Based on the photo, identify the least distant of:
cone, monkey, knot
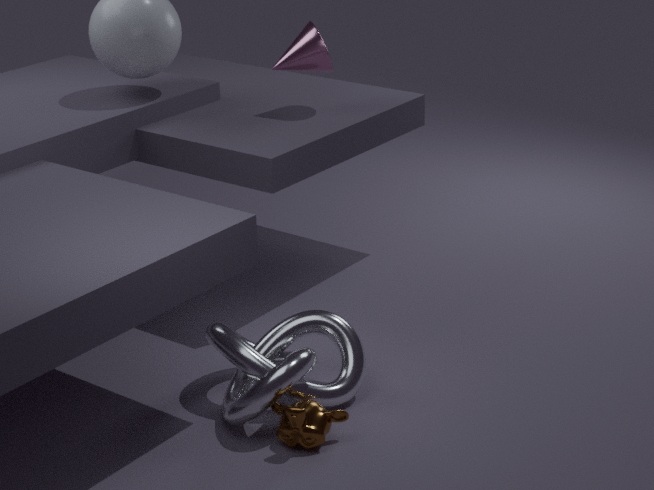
monkey
